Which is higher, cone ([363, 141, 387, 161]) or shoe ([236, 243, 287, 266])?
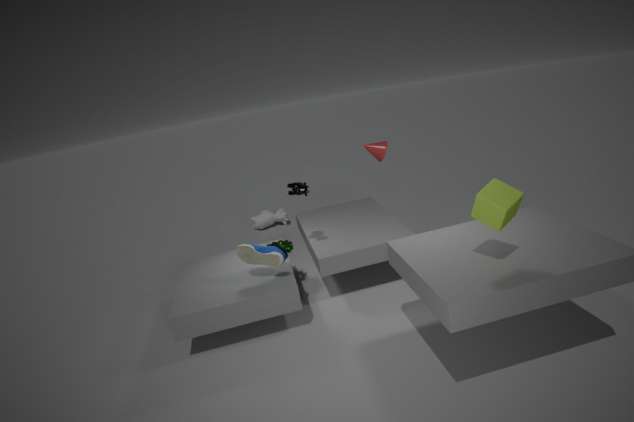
cone ([363, 141, 387, 161])
